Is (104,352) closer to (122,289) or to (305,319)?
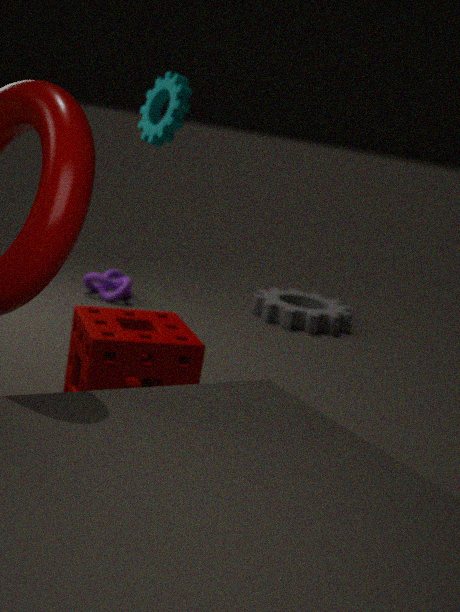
(122,289)
